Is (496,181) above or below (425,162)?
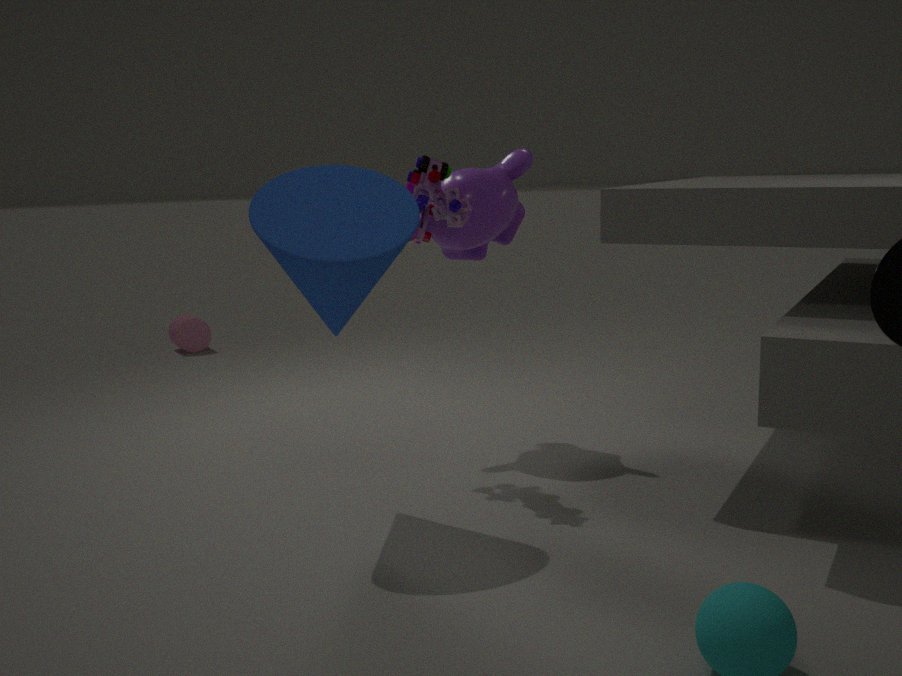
below
